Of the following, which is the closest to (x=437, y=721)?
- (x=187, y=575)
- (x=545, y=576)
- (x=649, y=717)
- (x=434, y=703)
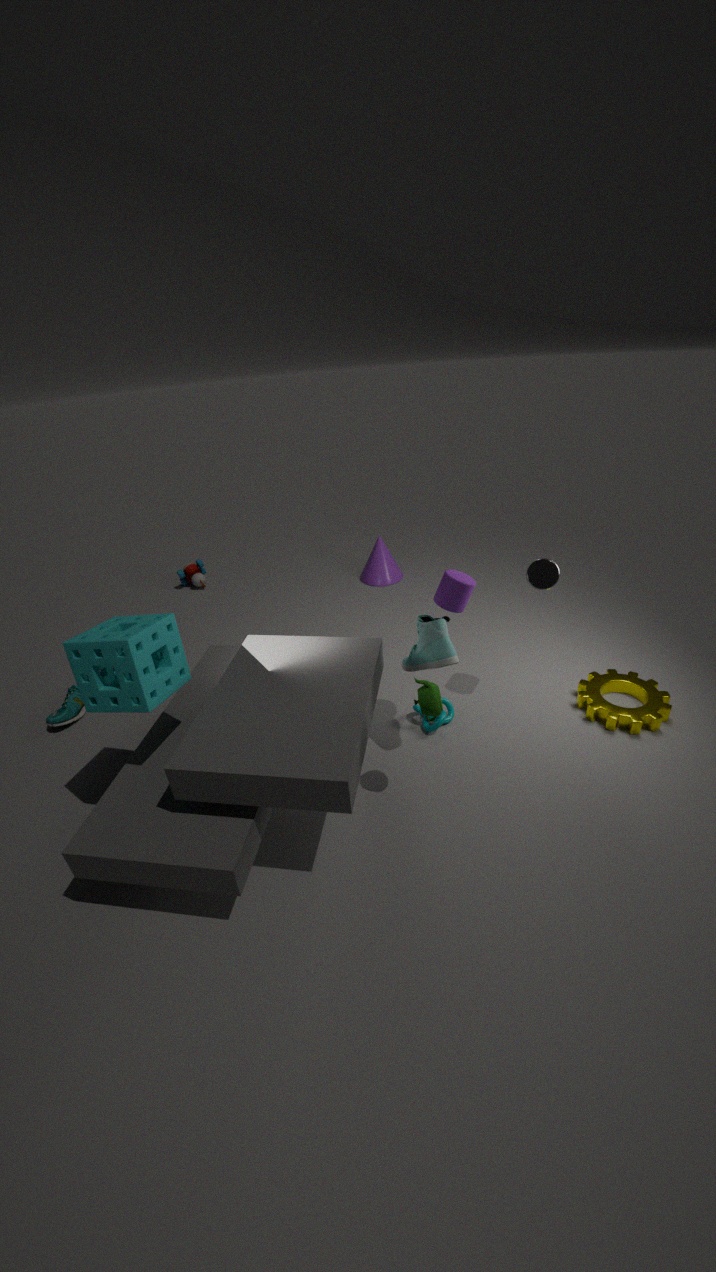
(x=434, y=703)
